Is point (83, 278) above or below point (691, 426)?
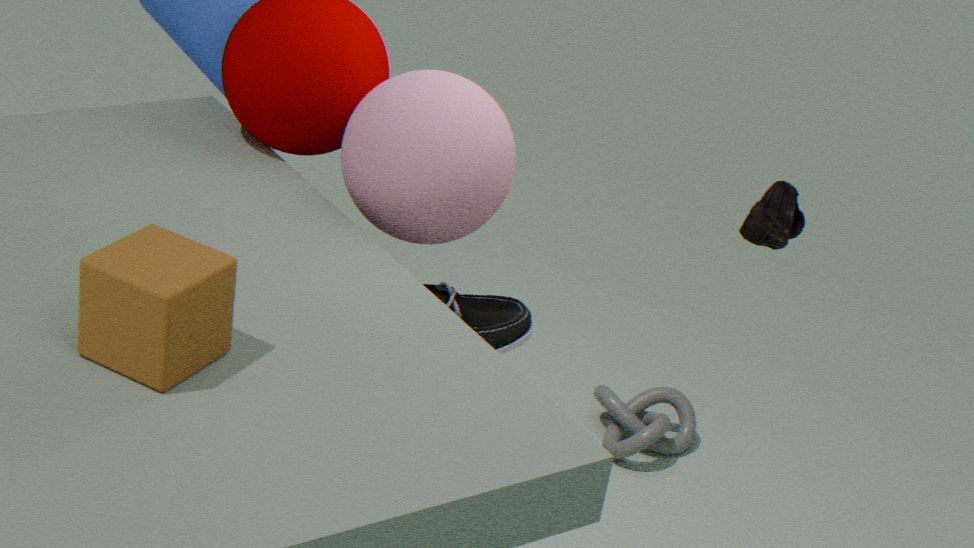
above
